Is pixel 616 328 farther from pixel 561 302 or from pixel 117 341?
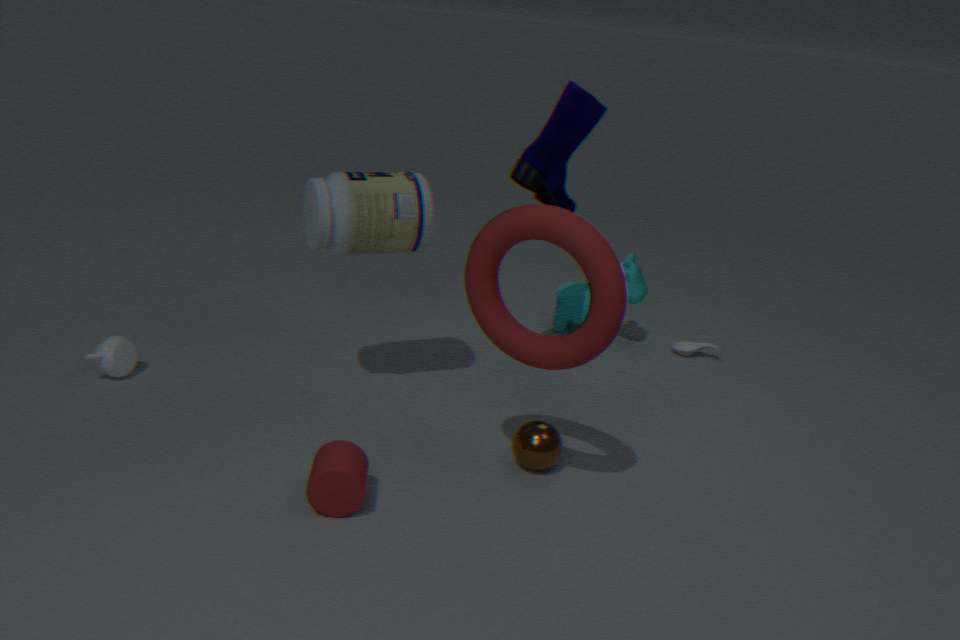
pixel 117 341
